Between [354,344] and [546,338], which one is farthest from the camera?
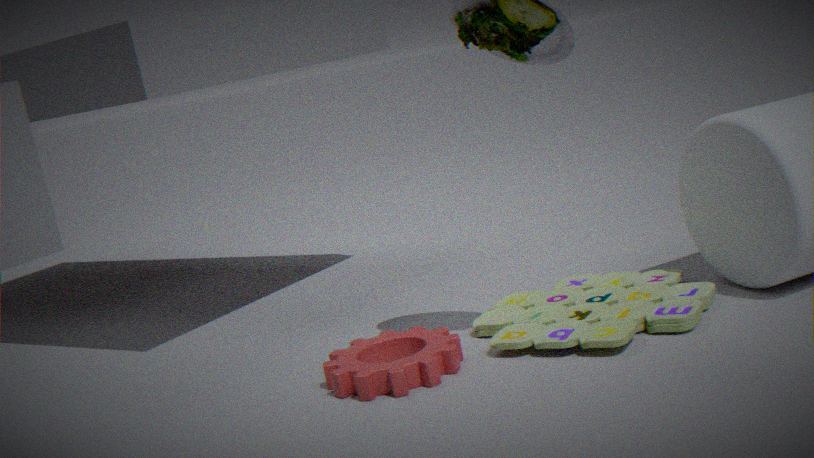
[354,344]
